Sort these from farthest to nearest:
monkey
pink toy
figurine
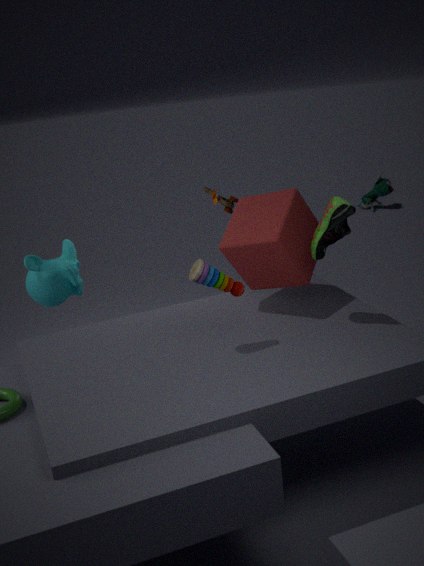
figurine < monkey < pink toy
